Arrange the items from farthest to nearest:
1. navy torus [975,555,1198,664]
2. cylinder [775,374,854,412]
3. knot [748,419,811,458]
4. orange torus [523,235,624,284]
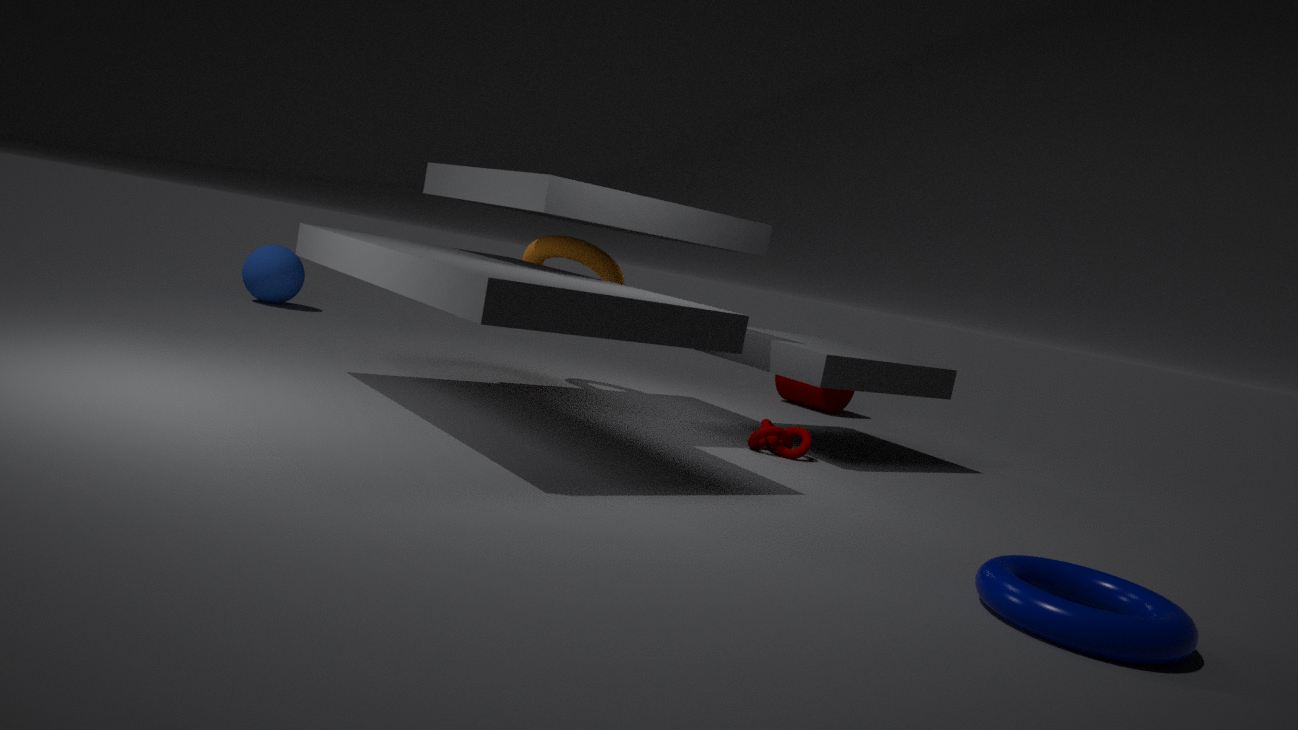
cylinder [775,374,854,412] < orange torus [523,235,624,284] < knot [748,419,811,458] < navy torus [975,555,1198,664]
